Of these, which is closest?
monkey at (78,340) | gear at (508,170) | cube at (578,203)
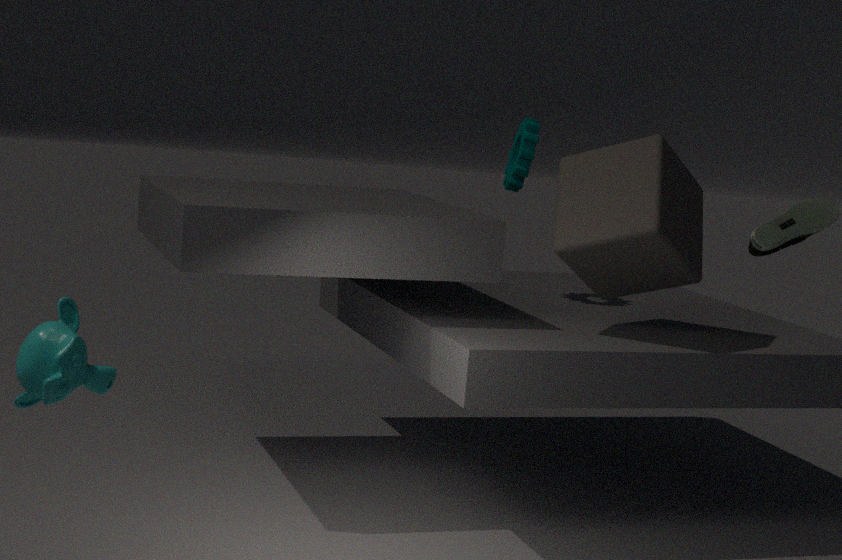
monkey at (78,340)
